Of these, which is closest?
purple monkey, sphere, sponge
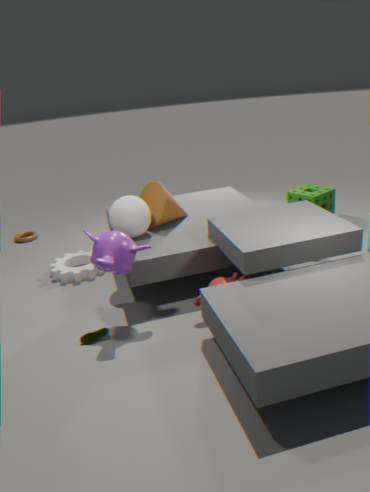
purple monkey
